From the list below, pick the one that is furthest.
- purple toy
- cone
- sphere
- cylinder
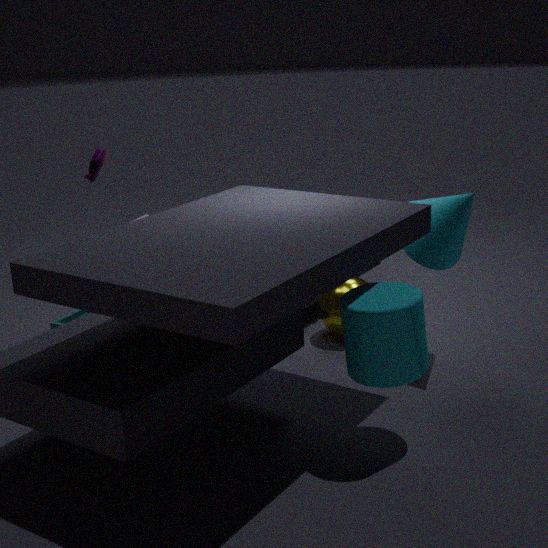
sphere
